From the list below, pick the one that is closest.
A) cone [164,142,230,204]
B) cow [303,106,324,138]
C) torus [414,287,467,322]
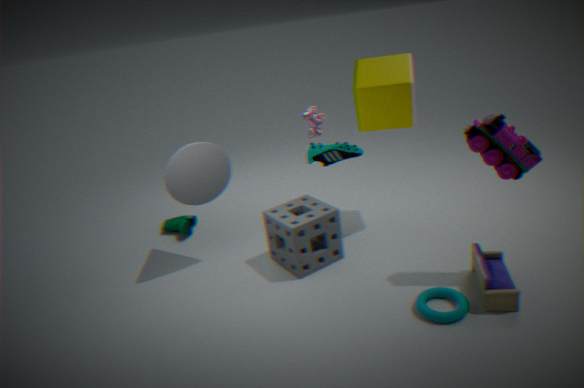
torus [414,287,467,322]
